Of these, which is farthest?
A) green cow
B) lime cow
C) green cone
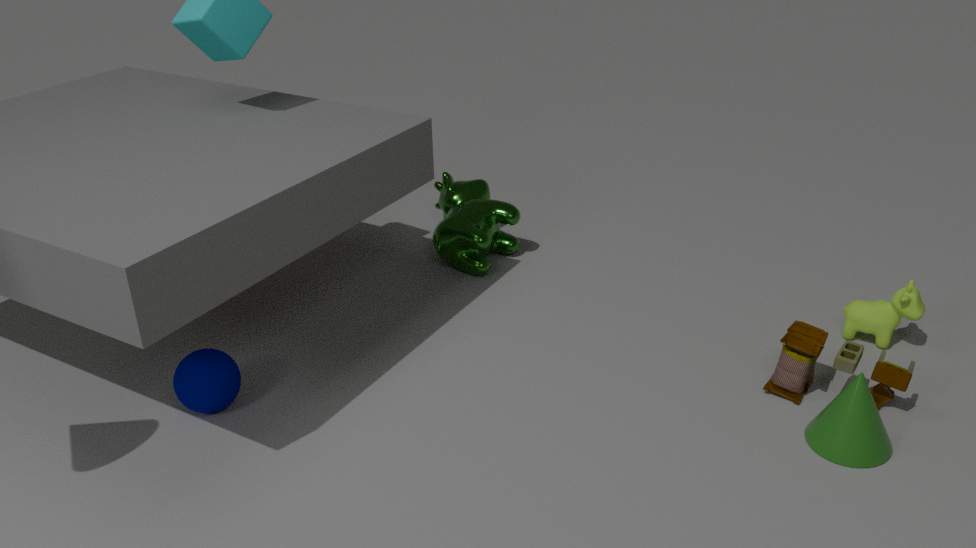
green cow
